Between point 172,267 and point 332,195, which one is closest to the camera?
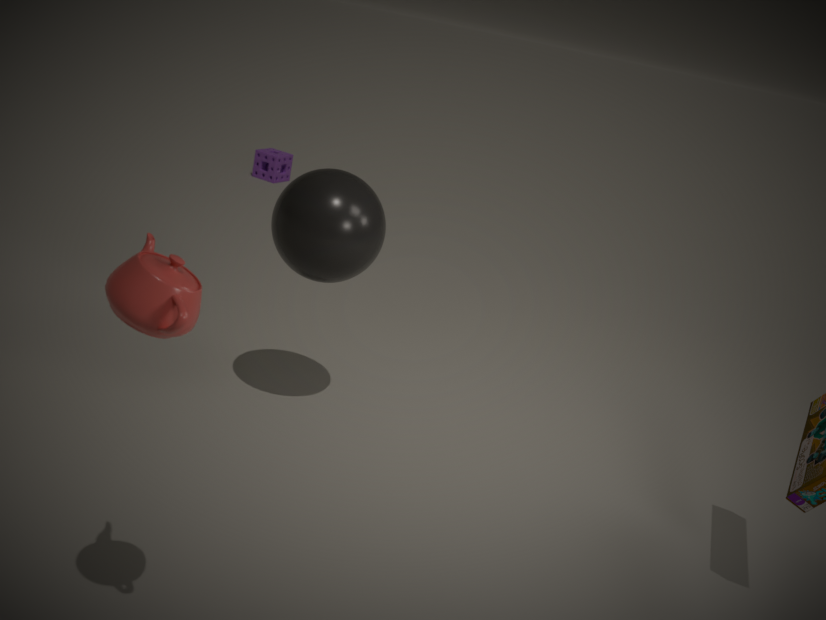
point 172,267
